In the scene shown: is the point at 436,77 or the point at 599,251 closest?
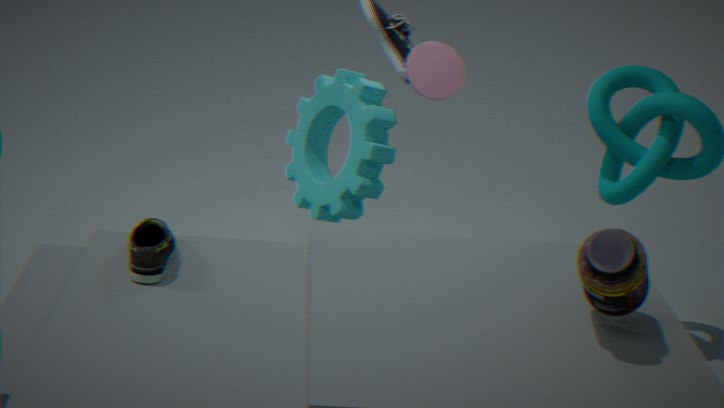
the point at 599,251
